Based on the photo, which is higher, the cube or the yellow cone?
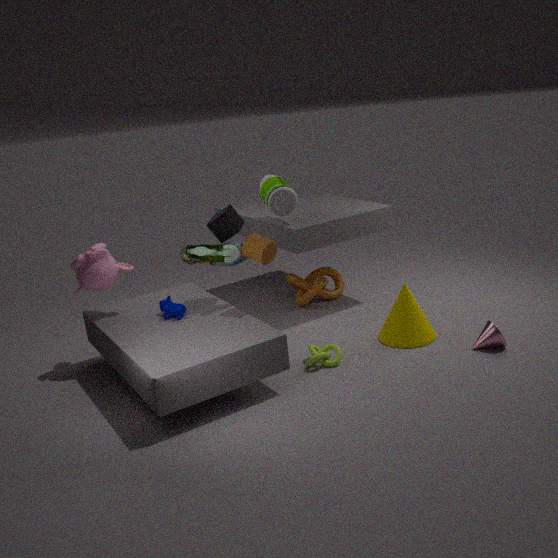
the cube
